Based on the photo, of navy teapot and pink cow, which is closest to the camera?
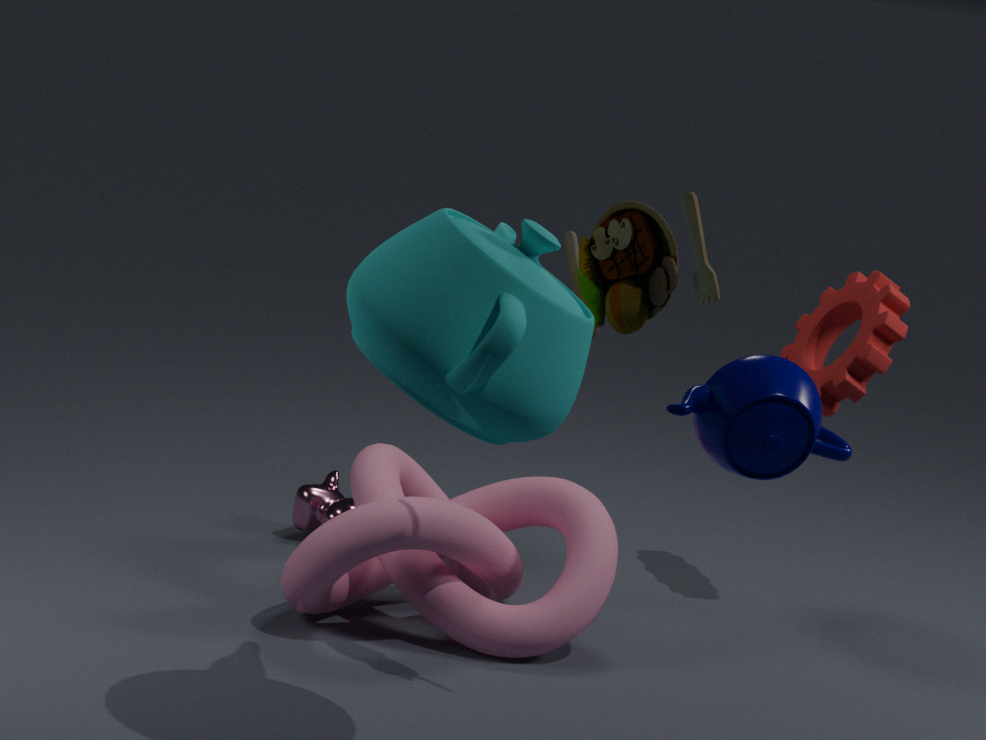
navy teapot
